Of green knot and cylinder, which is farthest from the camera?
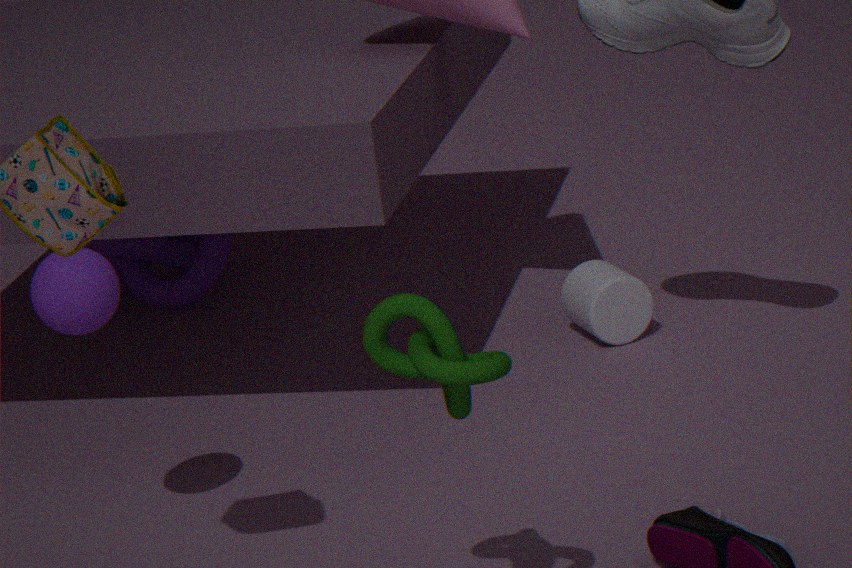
cylinder
